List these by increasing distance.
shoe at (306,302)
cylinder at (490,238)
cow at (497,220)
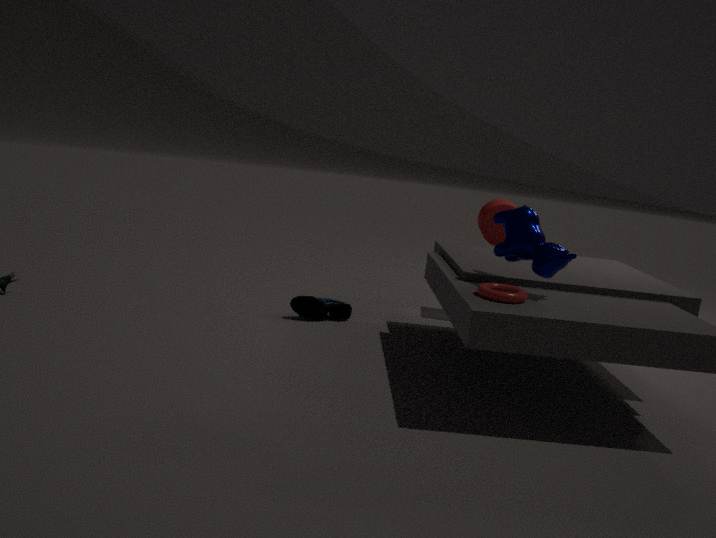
cow at (497,220) → shoe at (306,302) → cylinder at (490,238)
